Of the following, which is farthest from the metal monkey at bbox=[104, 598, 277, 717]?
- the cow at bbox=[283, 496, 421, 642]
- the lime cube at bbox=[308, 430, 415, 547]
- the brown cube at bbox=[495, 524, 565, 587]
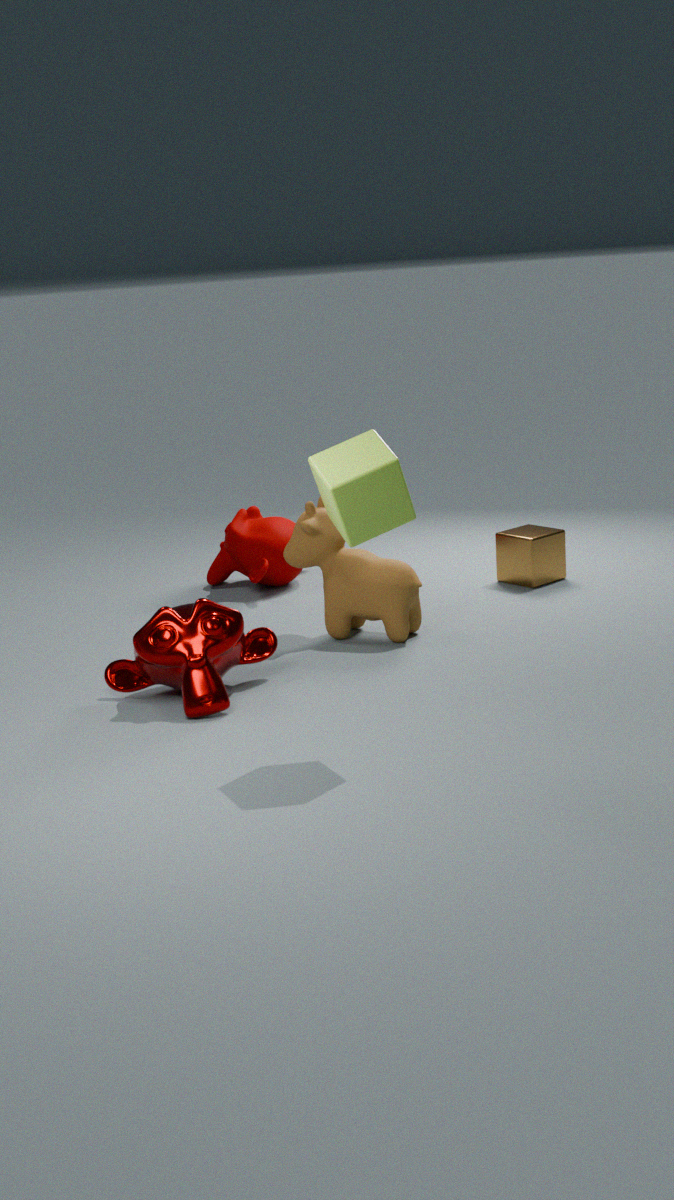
the brown cube at bbox=[495, 524, 565, 587]
